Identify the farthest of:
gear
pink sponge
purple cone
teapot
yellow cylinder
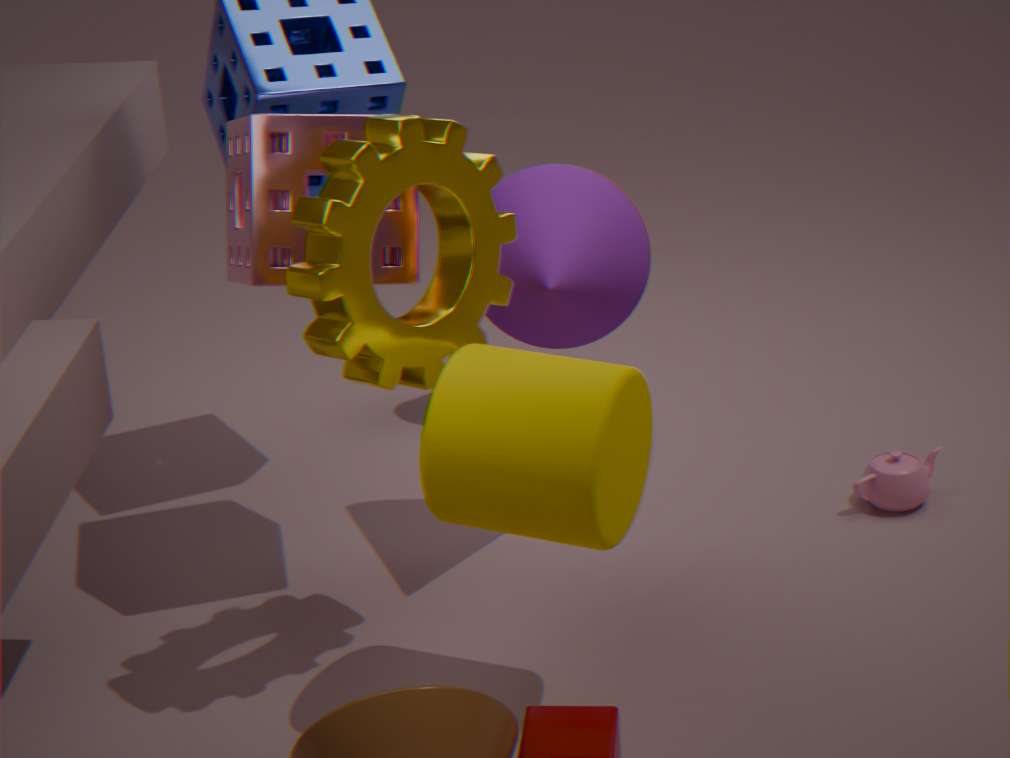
teapot
